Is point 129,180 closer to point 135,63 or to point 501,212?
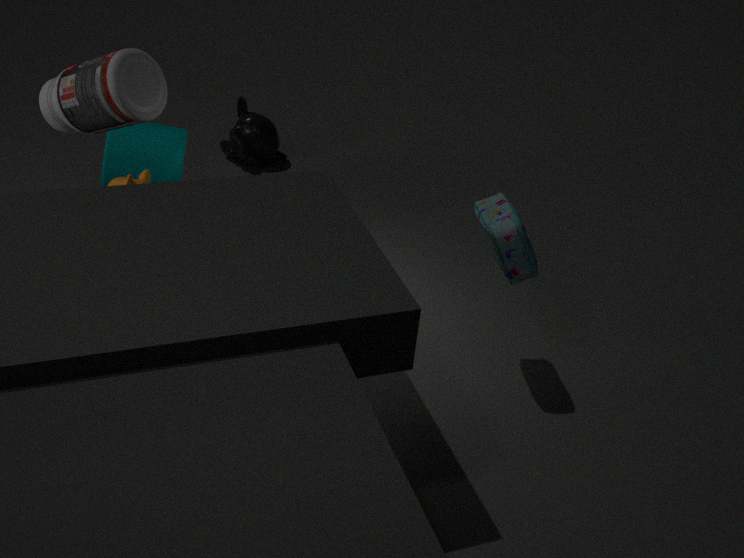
point 135,63
